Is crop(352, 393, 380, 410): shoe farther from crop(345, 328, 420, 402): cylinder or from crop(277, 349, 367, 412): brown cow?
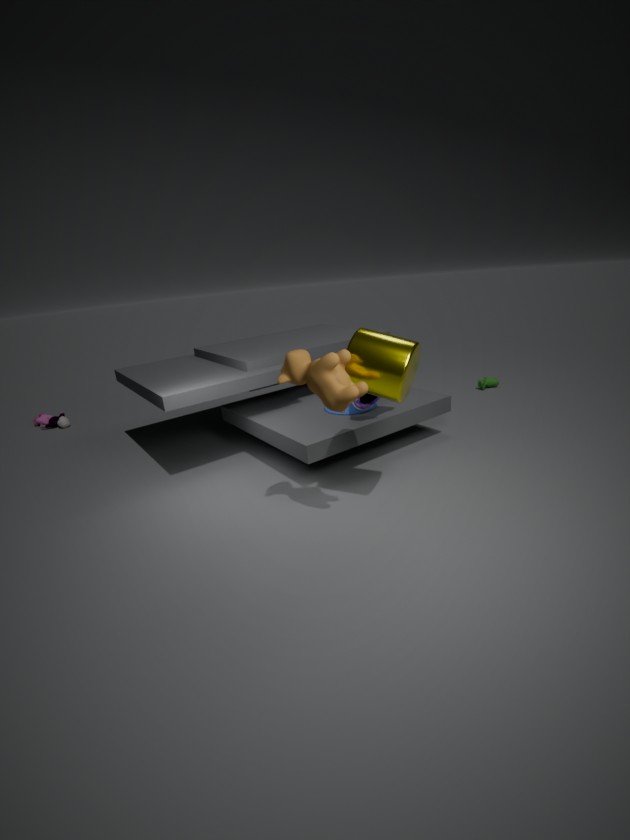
crop(277, 349, 367, 412): brown cow
